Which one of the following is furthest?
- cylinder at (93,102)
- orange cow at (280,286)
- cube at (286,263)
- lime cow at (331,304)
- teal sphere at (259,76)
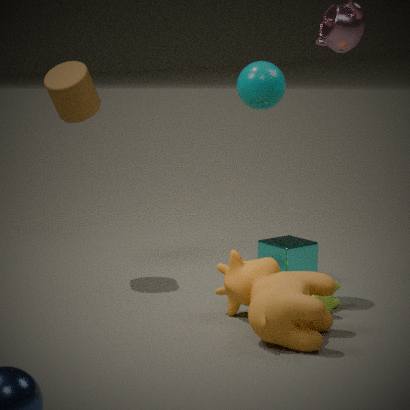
cube at (286,263)
